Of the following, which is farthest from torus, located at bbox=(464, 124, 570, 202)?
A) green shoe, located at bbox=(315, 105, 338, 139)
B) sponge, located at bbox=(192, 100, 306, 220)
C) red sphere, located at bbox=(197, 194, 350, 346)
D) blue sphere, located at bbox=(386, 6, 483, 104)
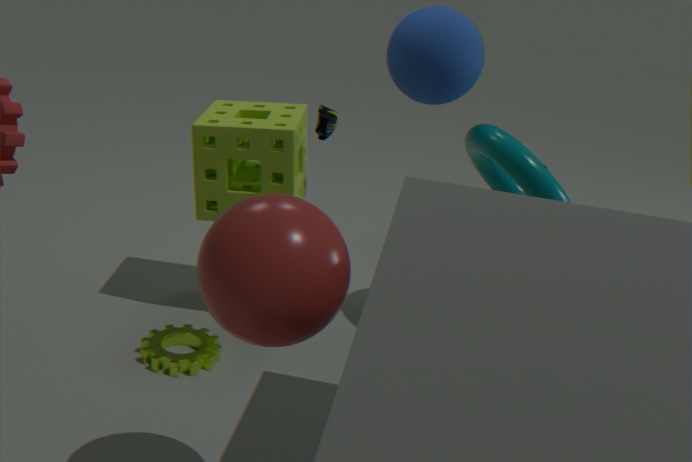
red sphere, located at bbox=(197, 194, 350, 346)
